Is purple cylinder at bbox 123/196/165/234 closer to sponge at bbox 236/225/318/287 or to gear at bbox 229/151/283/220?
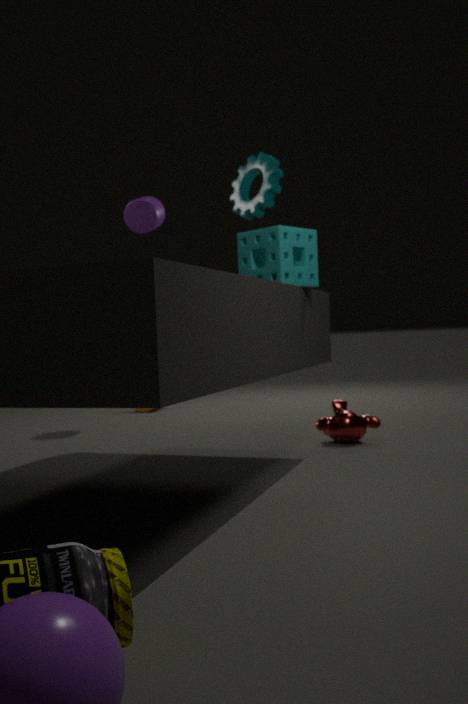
gear at bbox 229/151/283/220
